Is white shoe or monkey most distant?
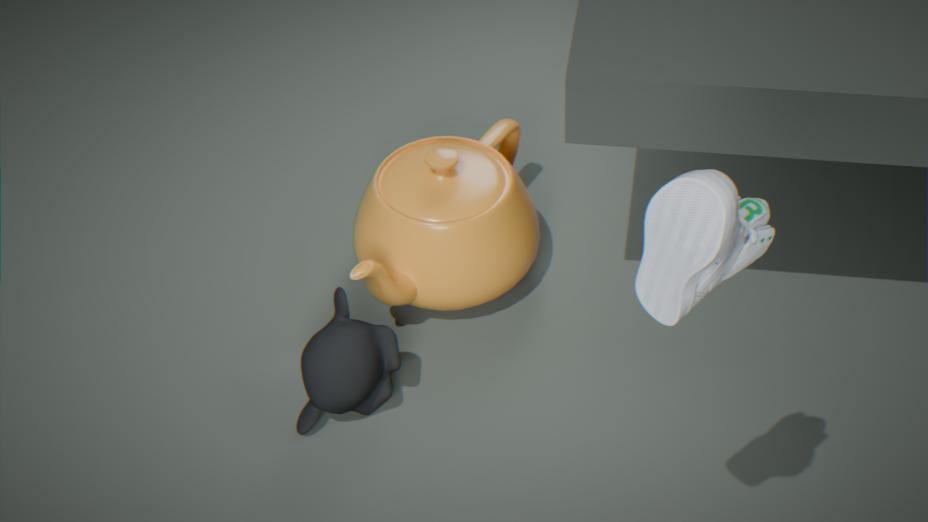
monkey
